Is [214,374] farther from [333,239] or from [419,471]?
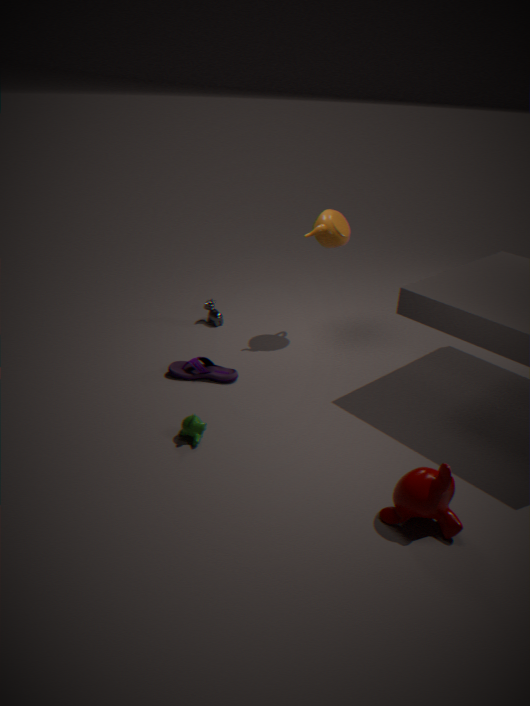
[419,471]
